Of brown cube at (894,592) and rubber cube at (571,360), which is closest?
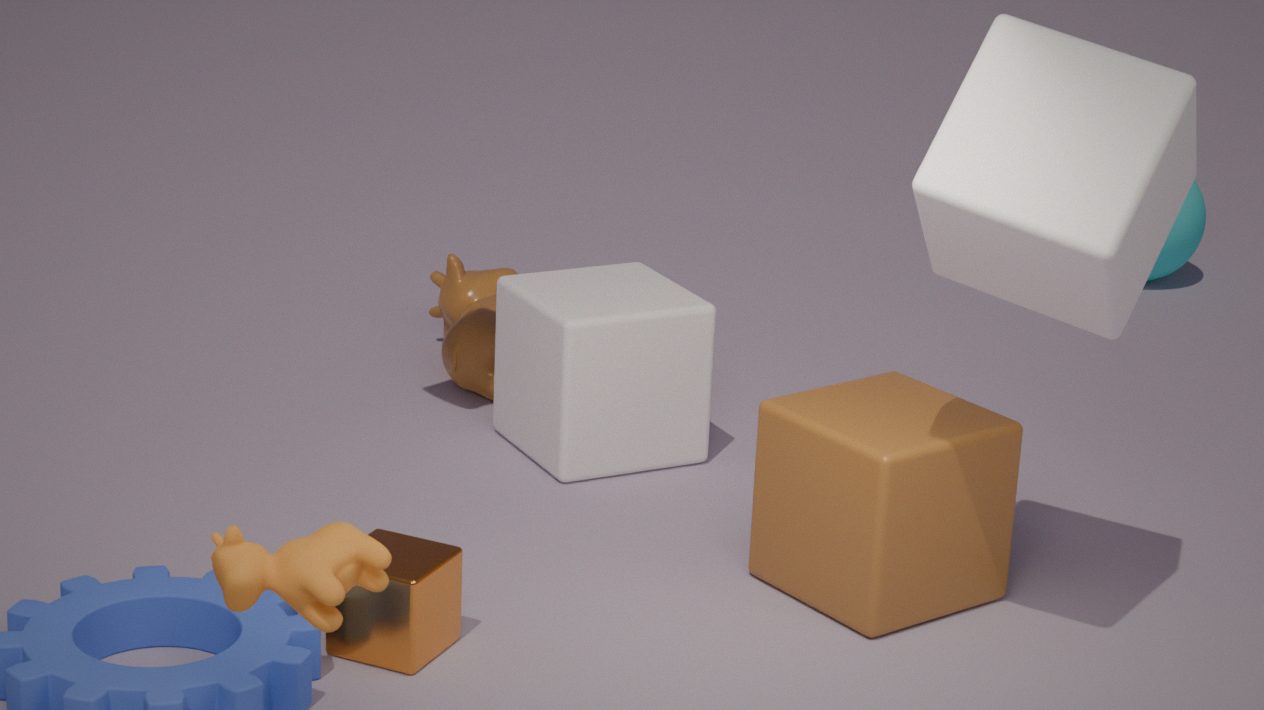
brown cube at (894,592)
